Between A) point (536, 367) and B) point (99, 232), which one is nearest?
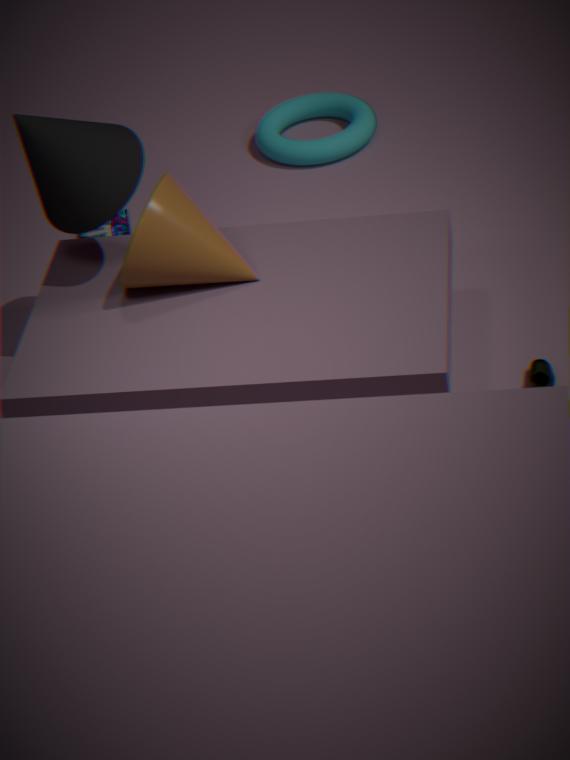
A. point (536, 367)
